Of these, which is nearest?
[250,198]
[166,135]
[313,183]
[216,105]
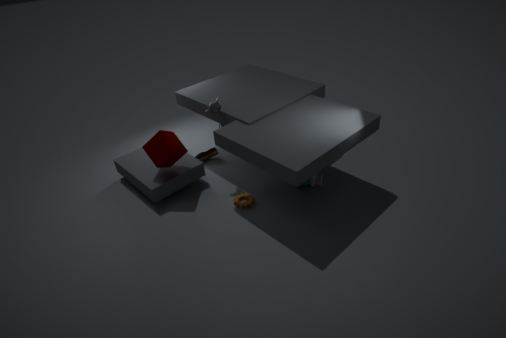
[166,135]
